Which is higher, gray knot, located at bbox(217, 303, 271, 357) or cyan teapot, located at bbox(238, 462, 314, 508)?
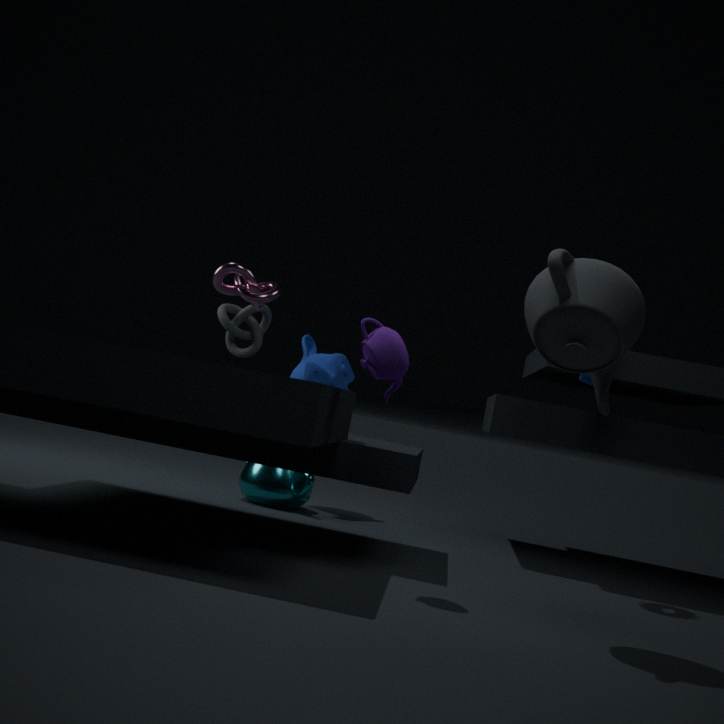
gray knot, located at bbox(217, 303, 271, 357)
